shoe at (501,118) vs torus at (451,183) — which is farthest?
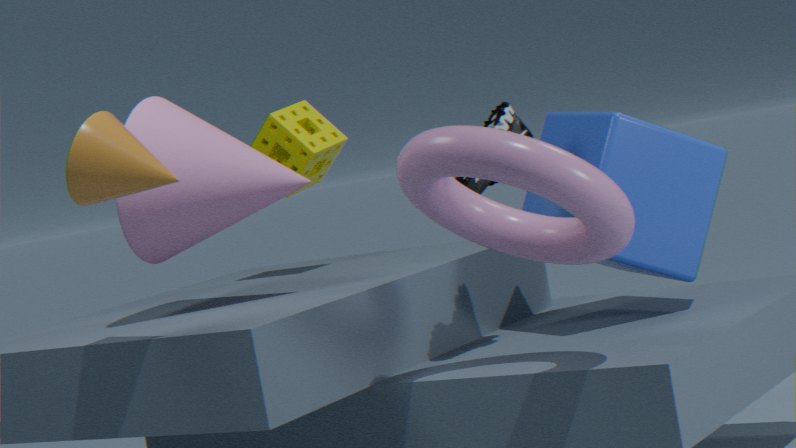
shoe at (501,118)
